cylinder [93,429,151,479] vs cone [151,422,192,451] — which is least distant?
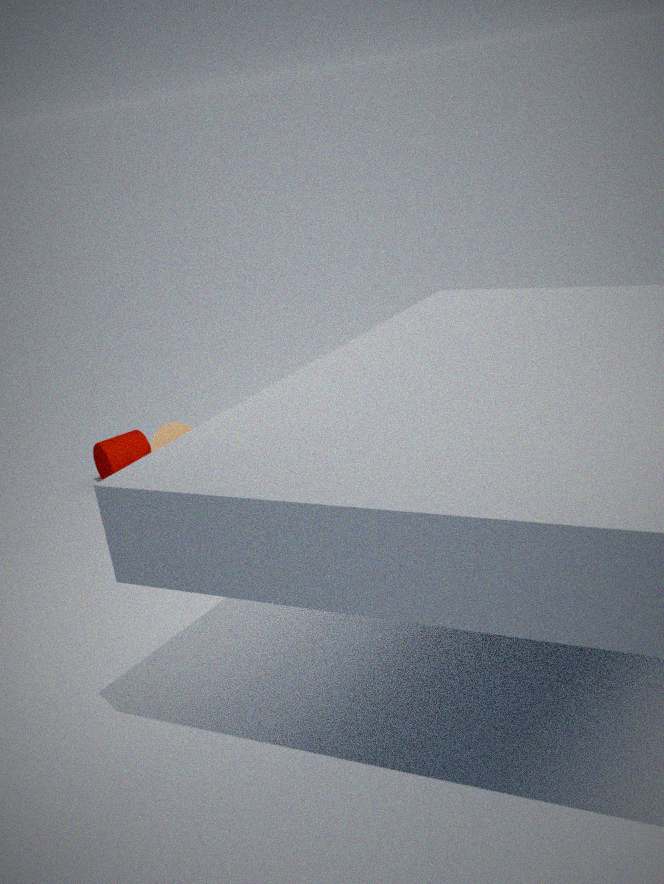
cylinder [93,429,151,479]
